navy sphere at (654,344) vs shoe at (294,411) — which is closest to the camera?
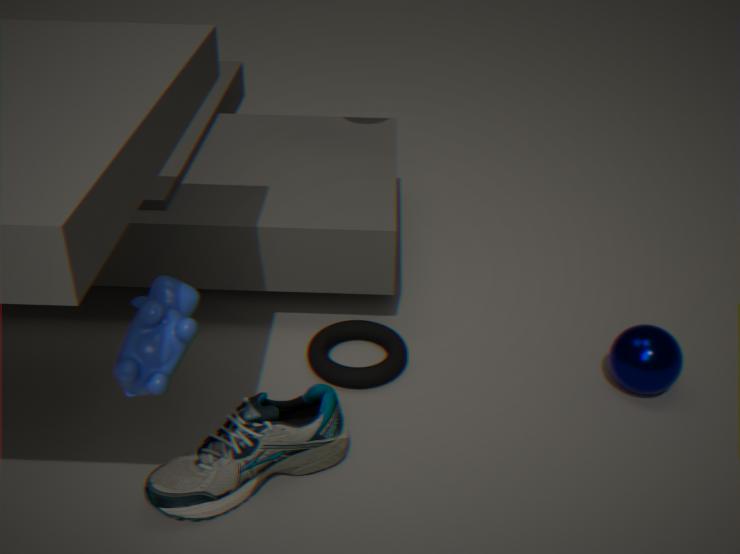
shoe at (294,411)
